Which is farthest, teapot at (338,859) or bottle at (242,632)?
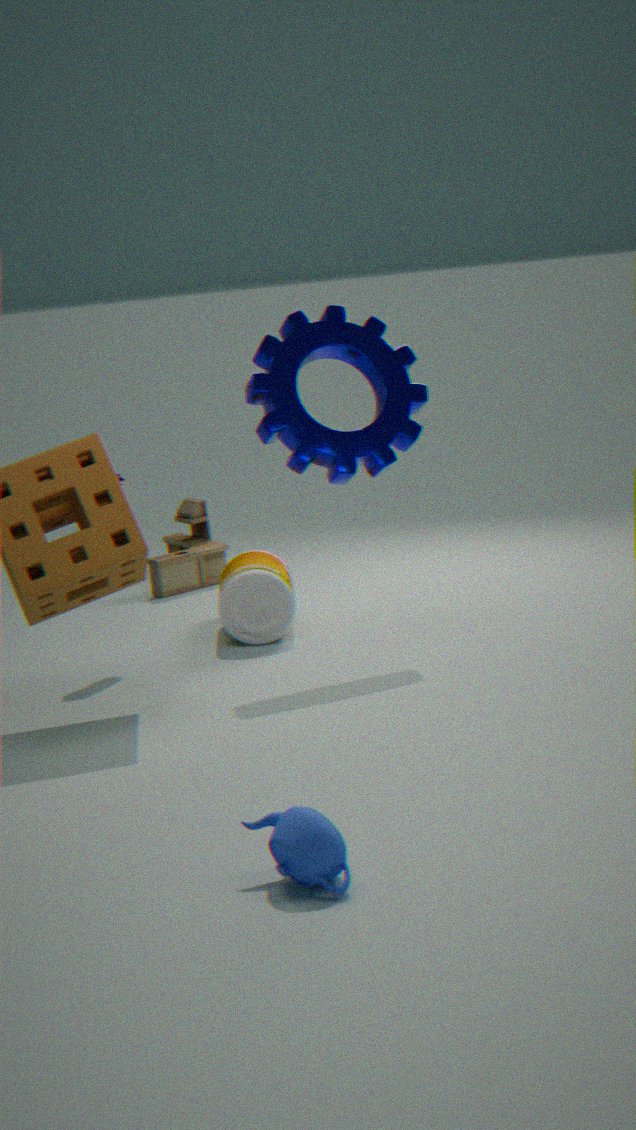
bottle at (242,632)
